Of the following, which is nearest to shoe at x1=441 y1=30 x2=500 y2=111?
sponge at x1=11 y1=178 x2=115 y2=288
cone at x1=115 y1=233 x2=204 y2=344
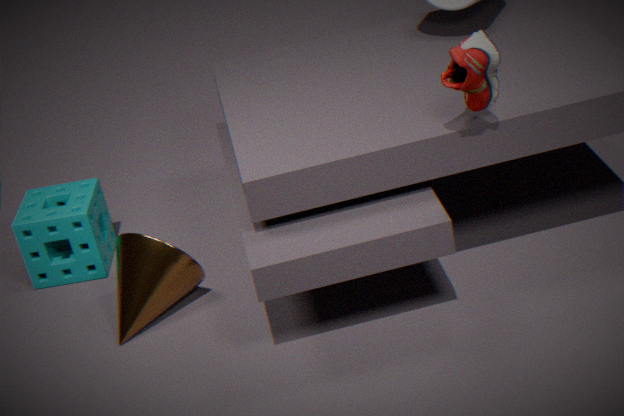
cone at x1=115 y1=233 x2=204 y2=344
